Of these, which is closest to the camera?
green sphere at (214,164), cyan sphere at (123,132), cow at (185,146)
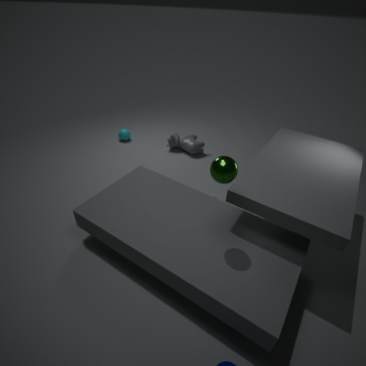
green sphere at (214,164)
